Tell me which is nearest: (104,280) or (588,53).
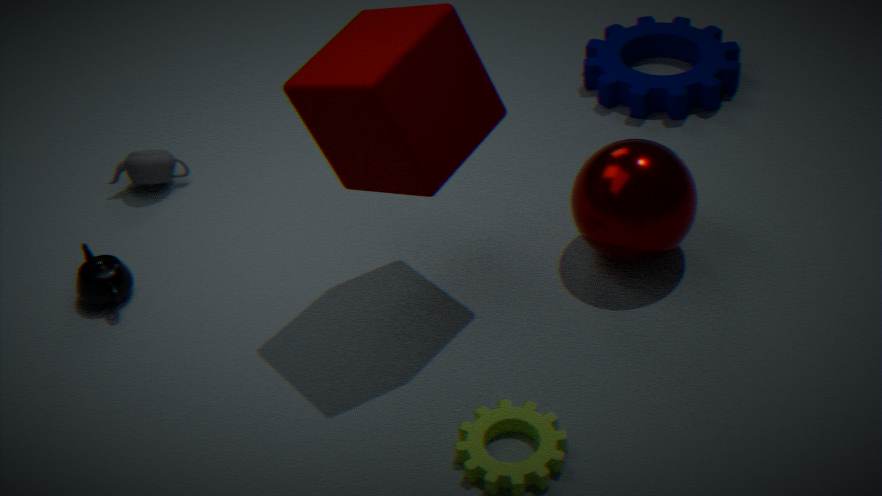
(104,280)
